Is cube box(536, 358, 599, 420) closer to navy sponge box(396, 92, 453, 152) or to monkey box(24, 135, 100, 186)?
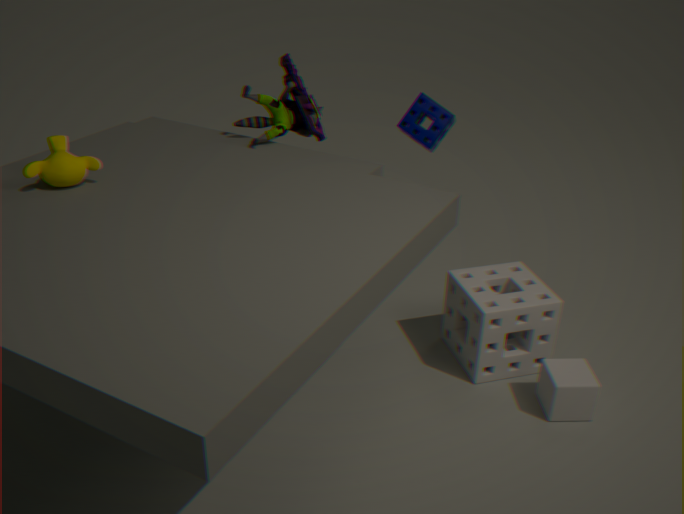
navy sponge box(396, 92, 453, 152)
